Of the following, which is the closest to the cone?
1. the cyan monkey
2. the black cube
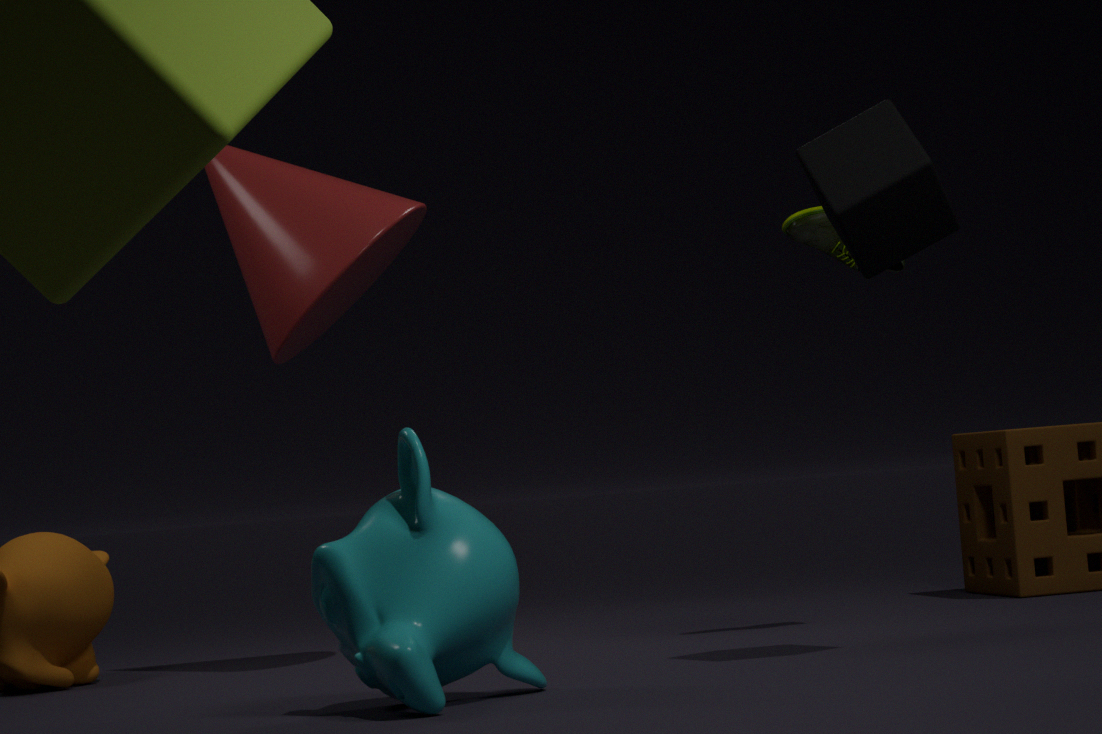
the cyan monkey
